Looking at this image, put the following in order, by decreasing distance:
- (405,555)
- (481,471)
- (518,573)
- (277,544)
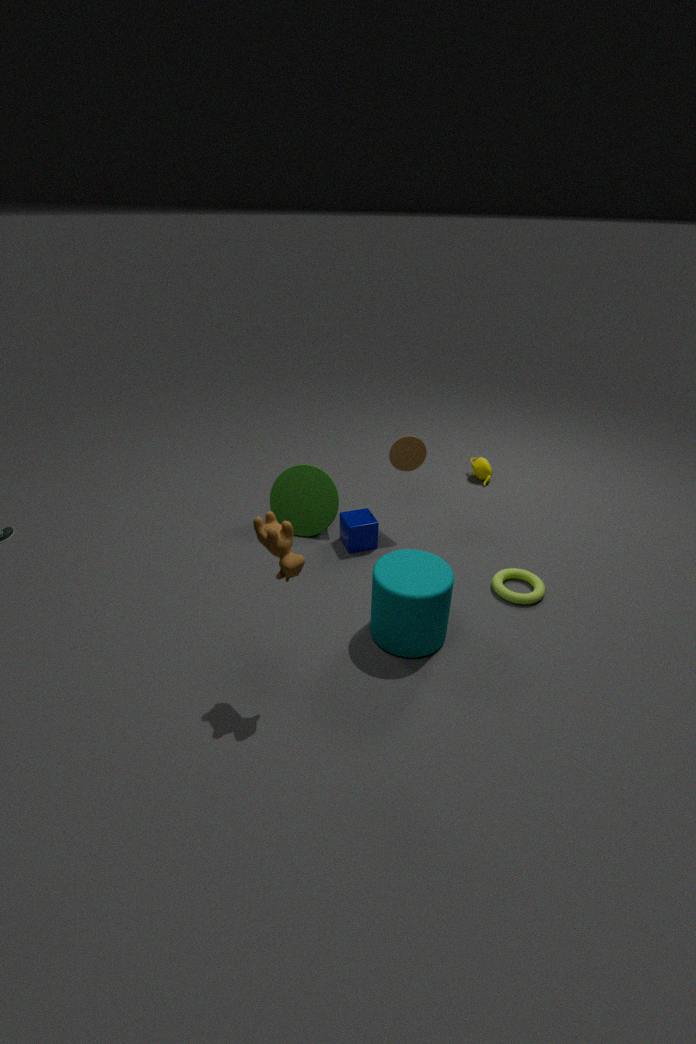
(481,471) < (518,573) < (405,555) < (277,544)
